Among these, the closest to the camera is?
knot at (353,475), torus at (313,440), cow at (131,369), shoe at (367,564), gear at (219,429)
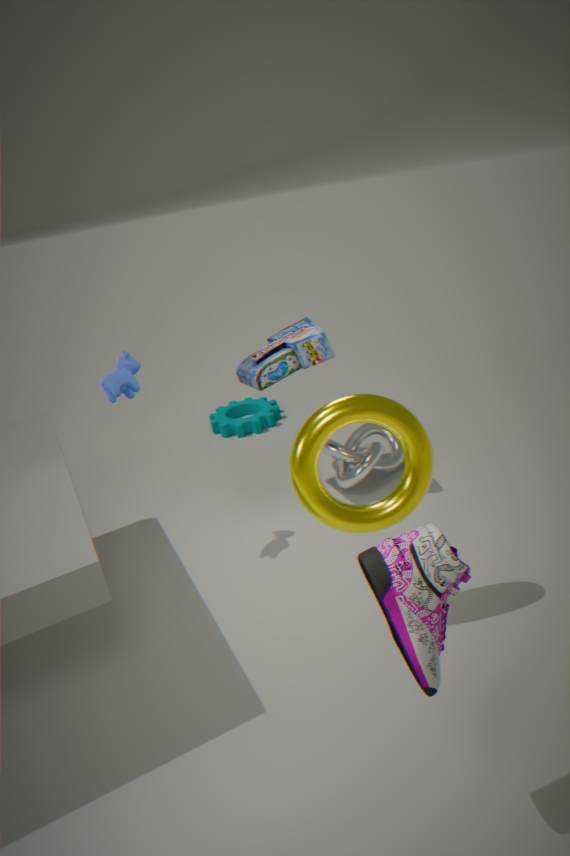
shoe at (367,564)
